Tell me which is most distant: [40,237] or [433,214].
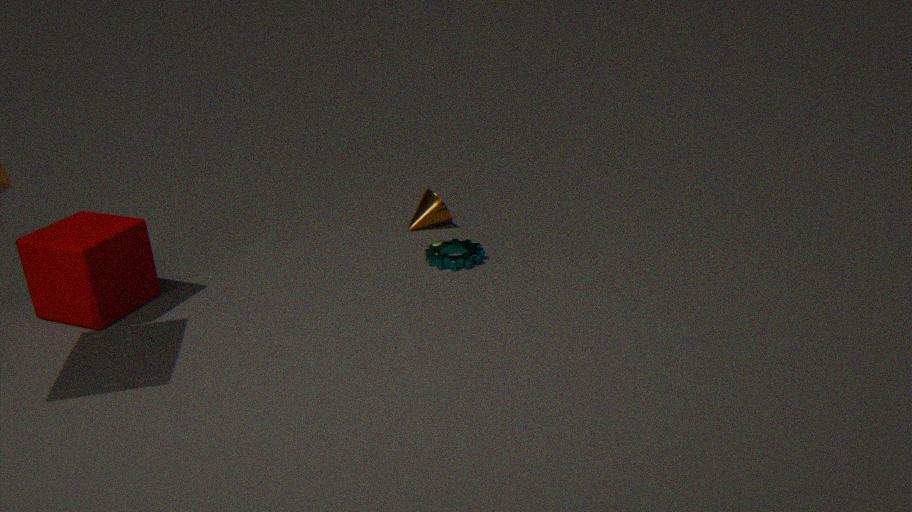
[433,214]
